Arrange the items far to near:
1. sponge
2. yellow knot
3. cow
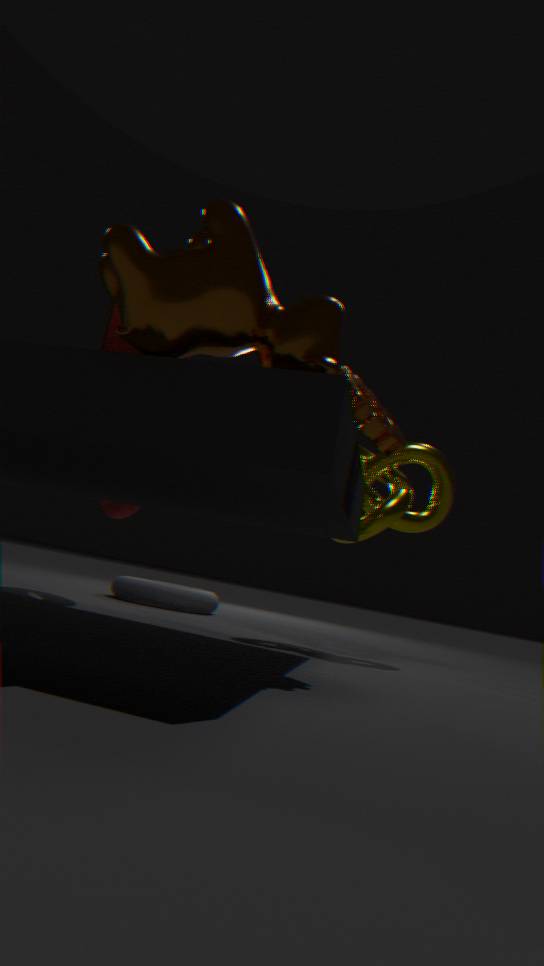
yellow knot < sponge < cow
